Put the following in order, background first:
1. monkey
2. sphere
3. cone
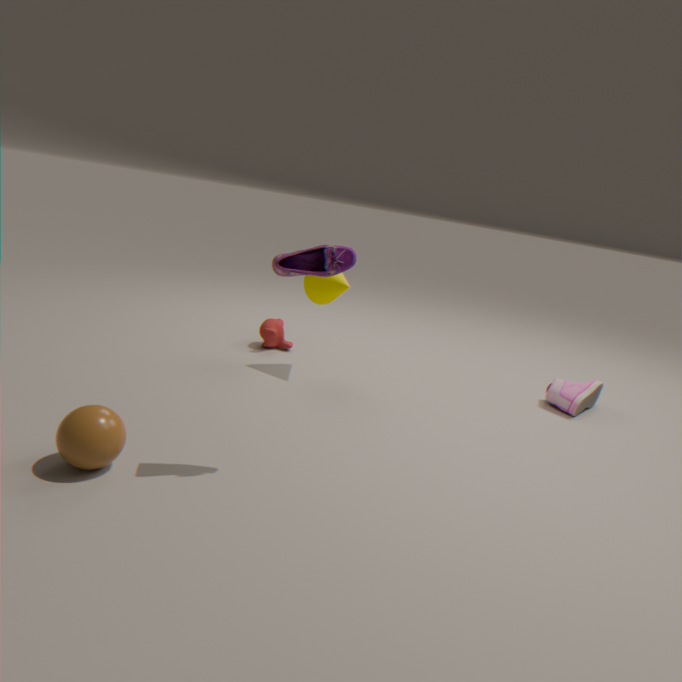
monkey
cone
sphere
